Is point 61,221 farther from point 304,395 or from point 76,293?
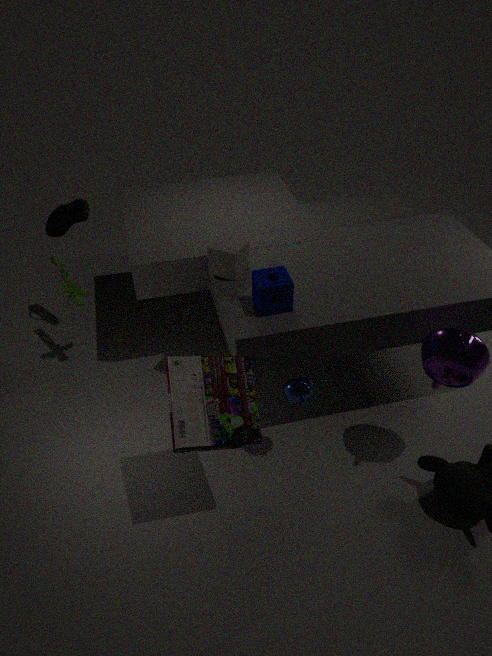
point 304,395
